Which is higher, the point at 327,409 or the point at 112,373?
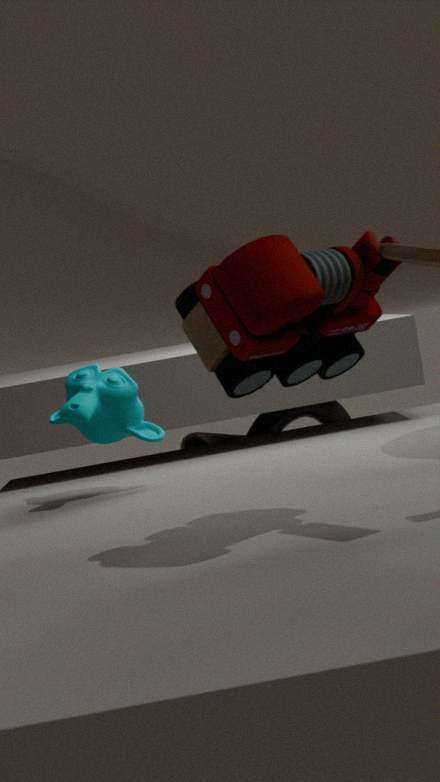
the point at 112,373
